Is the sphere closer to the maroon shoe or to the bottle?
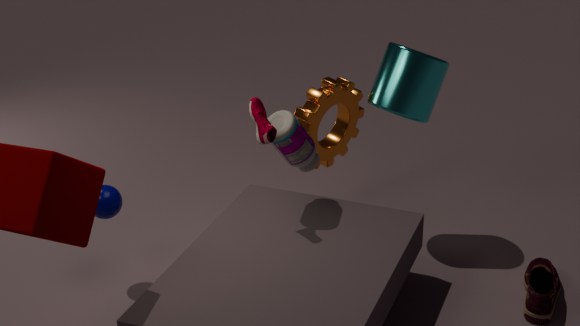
the maroon shoe
